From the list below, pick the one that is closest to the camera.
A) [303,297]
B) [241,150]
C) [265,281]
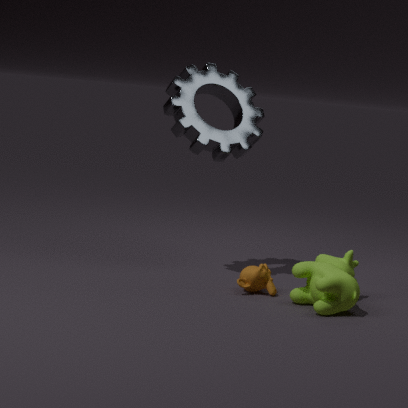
[303,297]
